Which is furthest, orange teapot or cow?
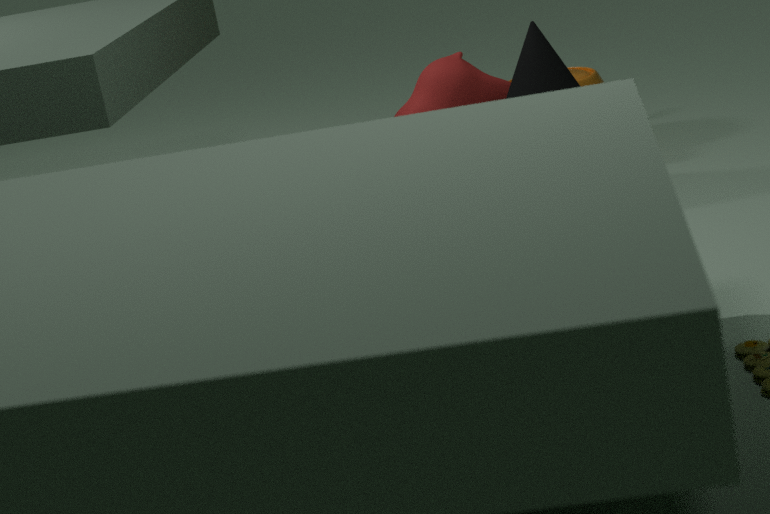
orange teapot
